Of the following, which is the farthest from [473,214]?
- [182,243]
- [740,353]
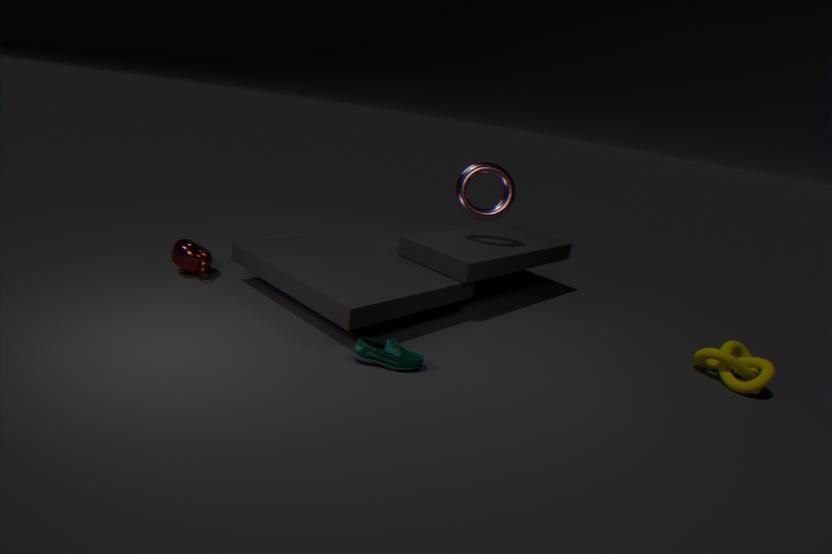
[182,243]
